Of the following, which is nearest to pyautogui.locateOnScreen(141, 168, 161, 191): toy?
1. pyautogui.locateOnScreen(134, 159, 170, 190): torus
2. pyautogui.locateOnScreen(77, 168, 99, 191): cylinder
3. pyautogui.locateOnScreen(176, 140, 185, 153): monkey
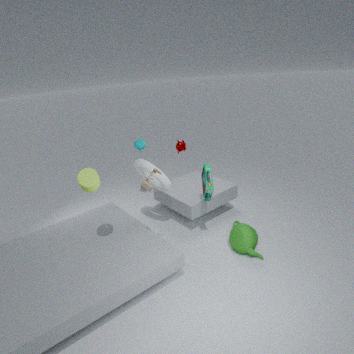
pyautogui.locateOnScreen(77, 168, 99, 191): cylinder
